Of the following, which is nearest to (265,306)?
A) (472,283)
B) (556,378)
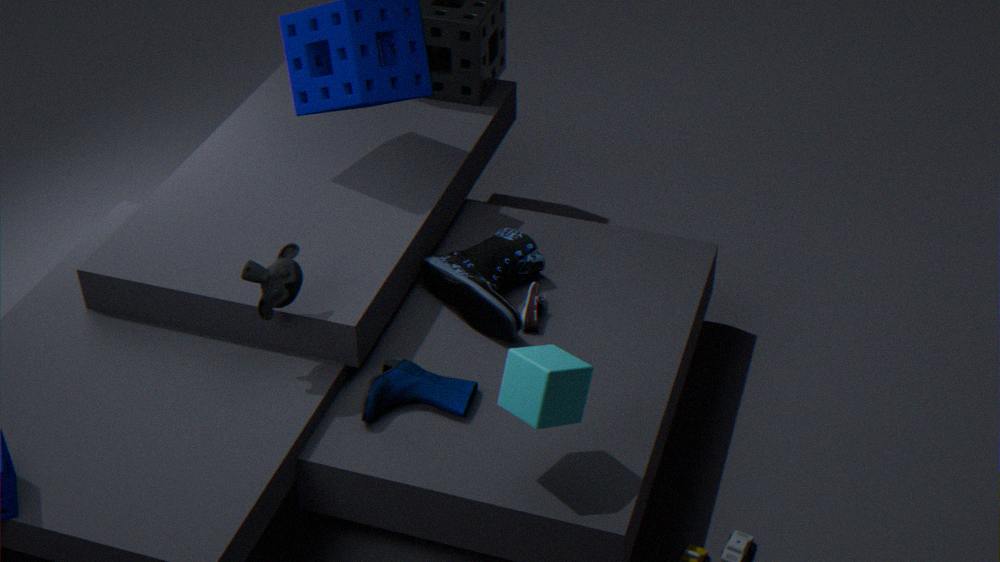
(472,283)
